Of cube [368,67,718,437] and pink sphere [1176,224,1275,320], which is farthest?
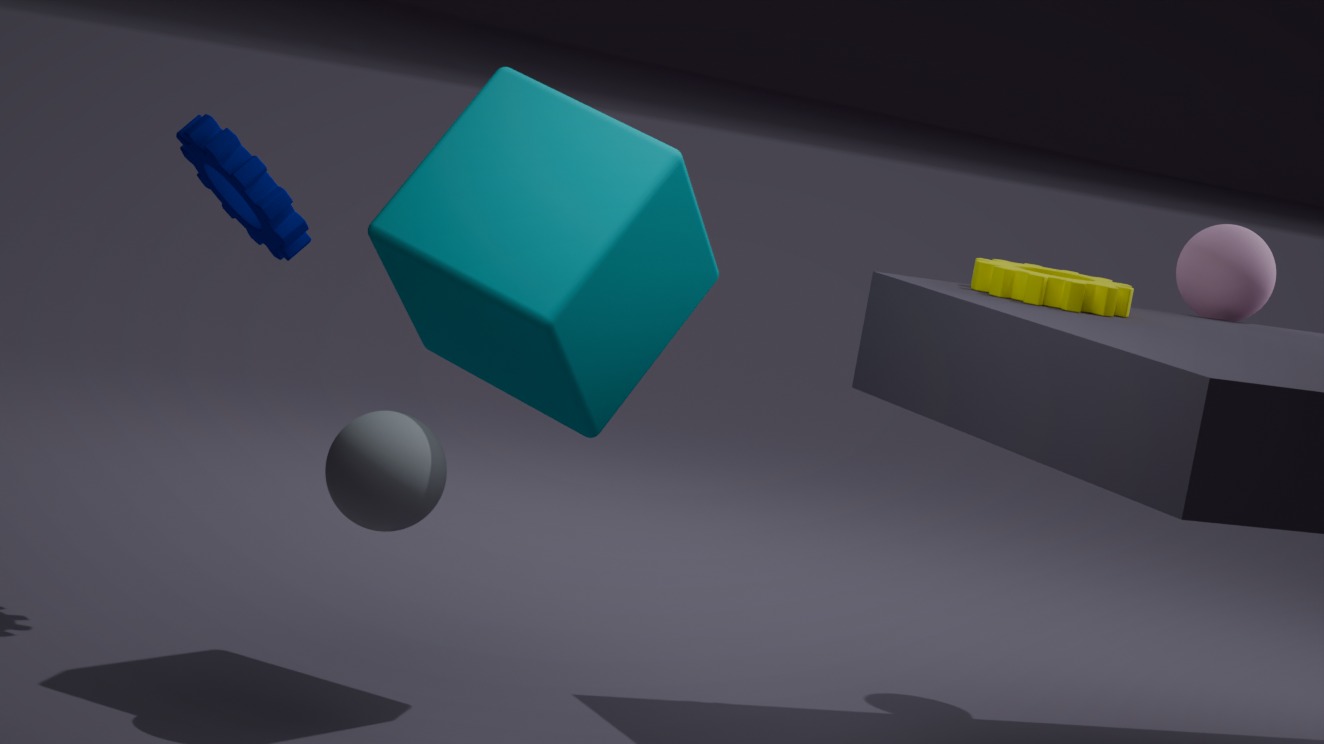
pink sphere [1176,224,1275,320]
